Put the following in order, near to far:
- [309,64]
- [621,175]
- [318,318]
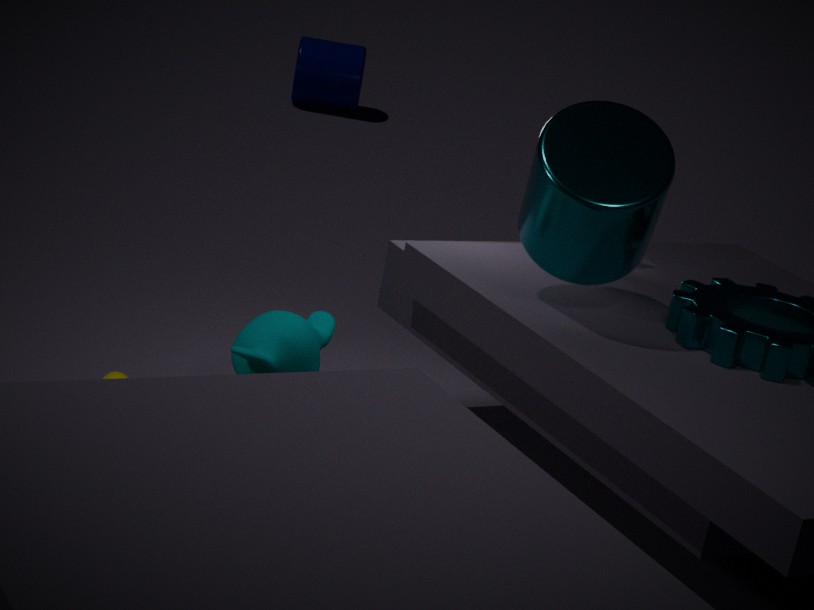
[621,175] → [318,318] → [309,64]
